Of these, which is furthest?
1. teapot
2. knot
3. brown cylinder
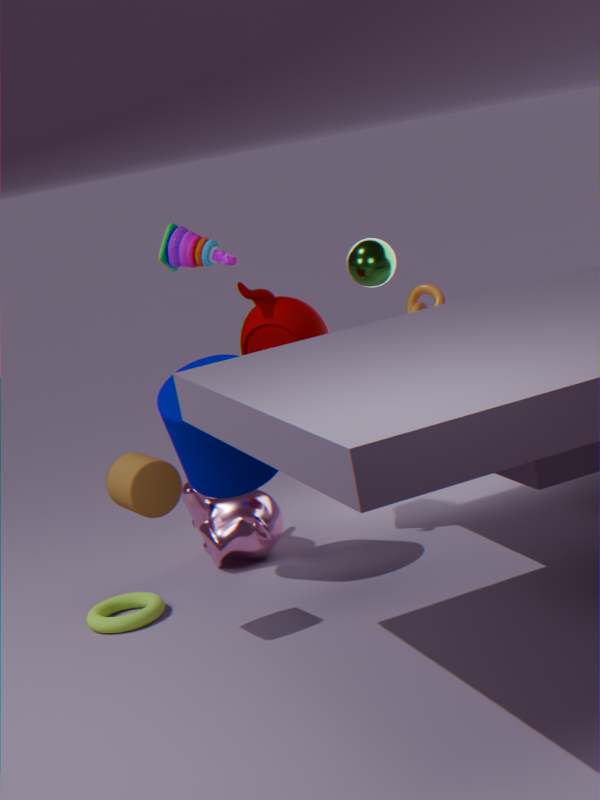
knot
